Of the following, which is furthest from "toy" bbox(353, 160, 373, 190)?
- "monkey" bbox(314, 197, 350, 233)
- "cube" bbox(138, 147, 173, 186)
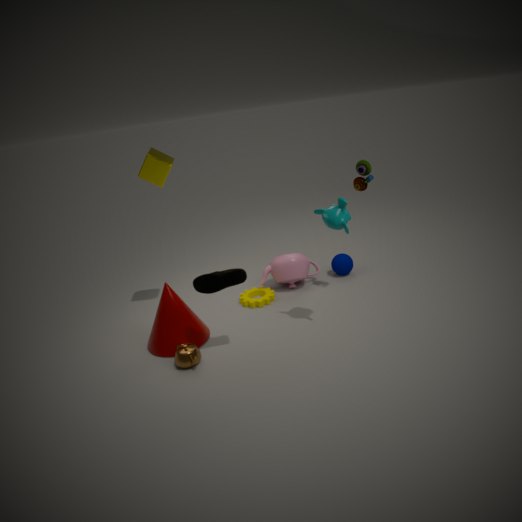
"cube" bbox(138, 147, 173, 186)
